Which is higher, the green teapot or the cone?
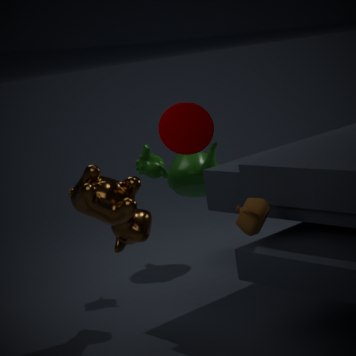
the cone
